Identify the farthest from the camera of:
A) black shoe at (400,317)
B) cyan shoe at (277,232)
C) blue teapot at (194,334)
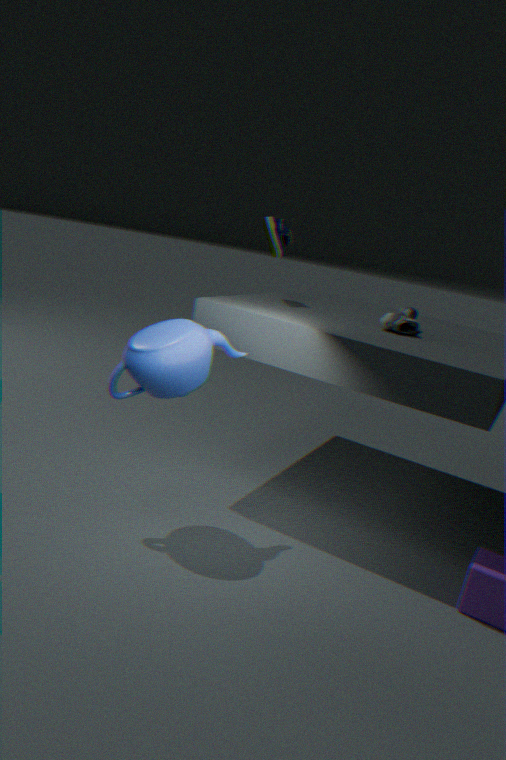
cyan shoe at (277,232)
